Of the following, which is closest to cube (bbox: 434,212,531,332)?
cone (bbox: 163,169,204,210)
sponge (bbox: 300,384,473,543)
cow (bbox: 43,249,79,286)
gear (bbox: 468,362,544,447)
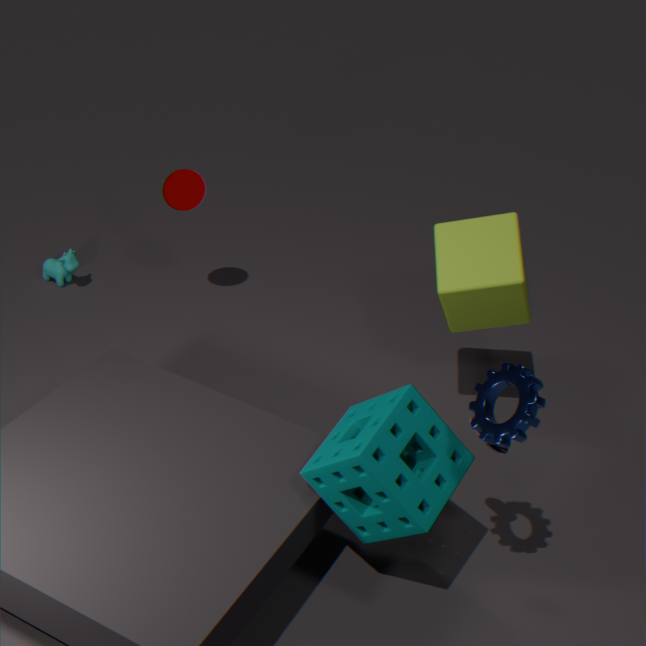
sponge (bbox: 300,384,473,543)
